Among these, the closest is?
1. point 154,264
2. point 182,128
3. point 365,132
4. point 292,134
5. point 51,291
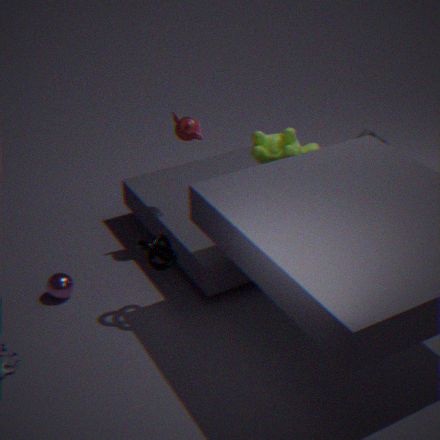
point 154,264
